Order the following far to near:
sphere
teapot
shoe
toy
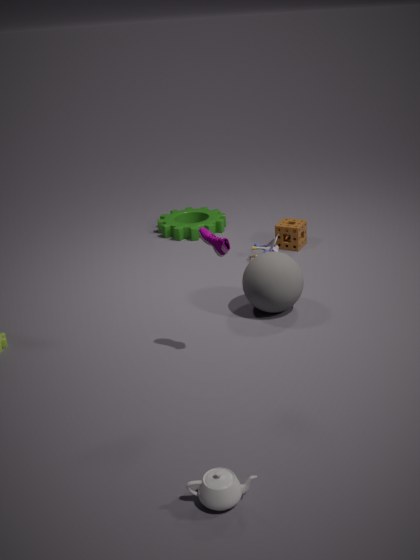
toy, sphere, shoe, teapot
